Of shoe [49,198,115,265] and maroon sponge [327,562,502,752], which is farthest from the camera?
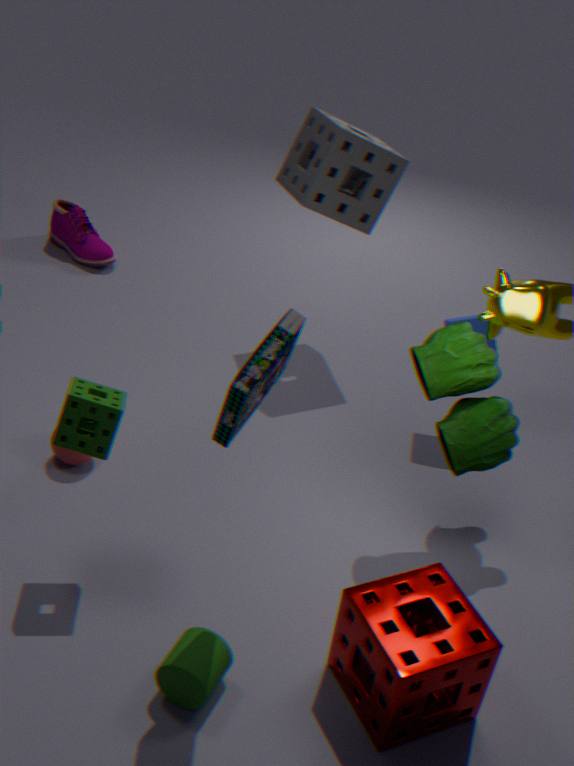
shoe [49,198,115,265]
